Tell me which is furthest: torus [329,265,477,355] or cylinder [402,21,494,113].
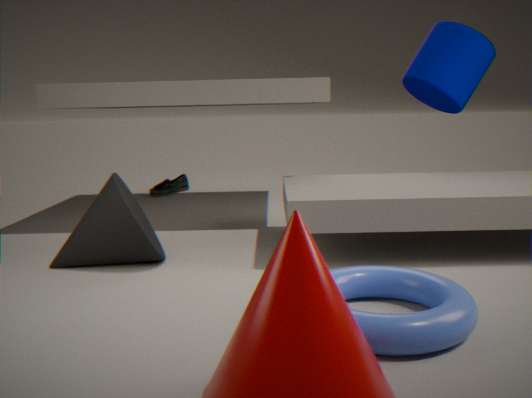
cylinder [402,21,494,113]
